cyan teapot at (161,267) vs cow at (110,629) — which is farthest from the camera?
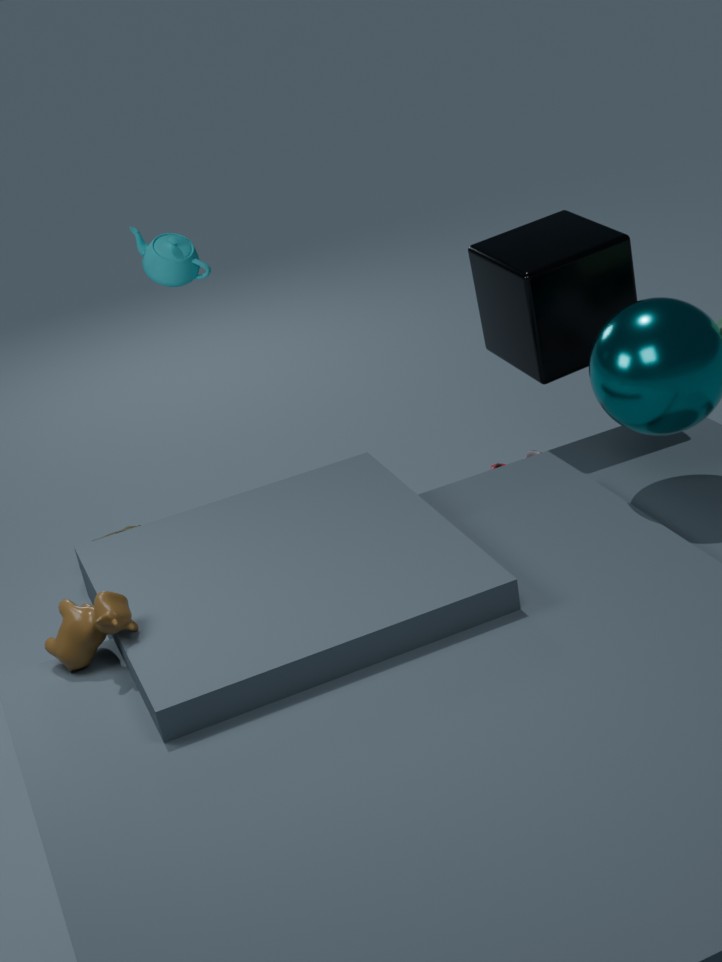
cyan teapot at (161,267)
